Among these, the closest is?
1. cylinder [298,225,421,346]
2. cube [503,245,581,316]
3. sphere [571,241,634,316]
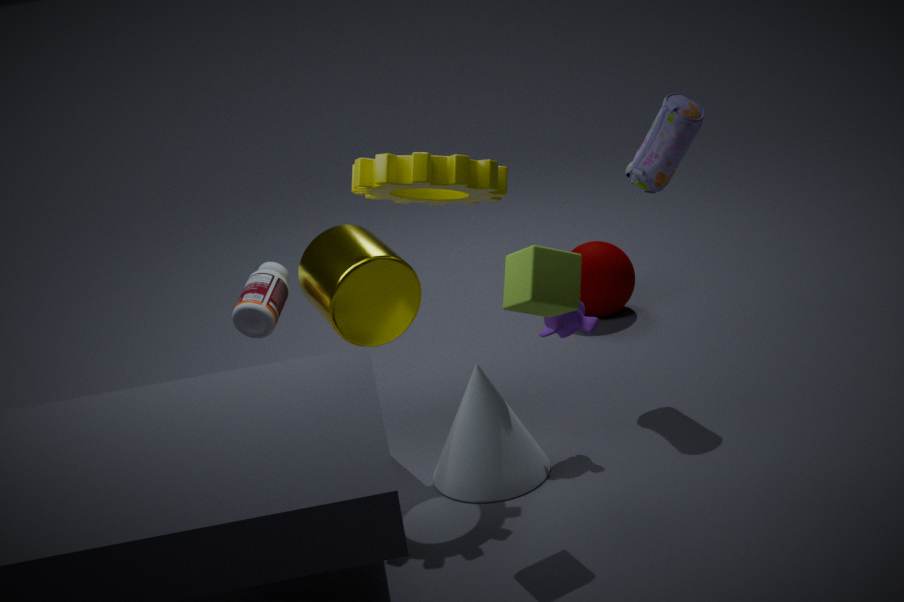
cube [503,245,581,316]
